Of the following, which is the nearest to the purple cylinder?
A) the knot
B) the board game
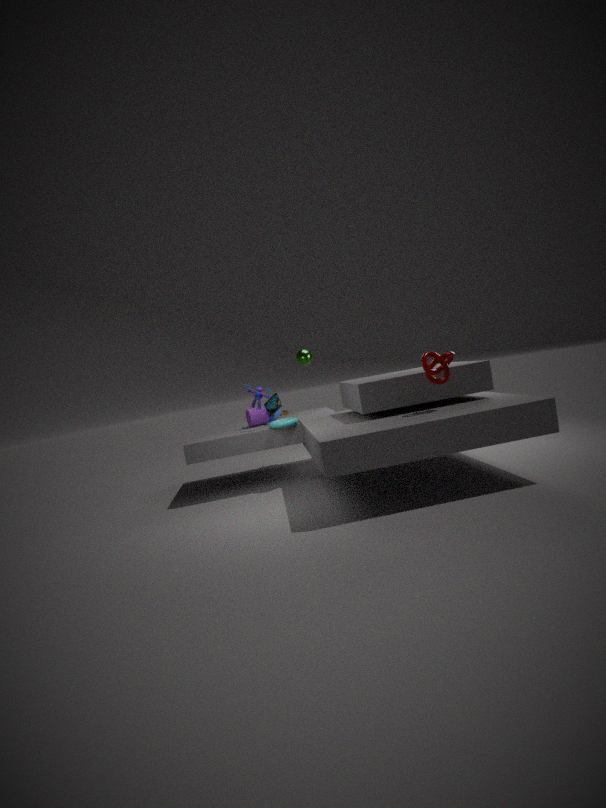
the board game
